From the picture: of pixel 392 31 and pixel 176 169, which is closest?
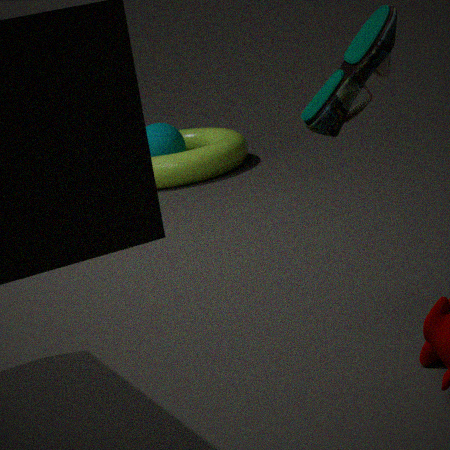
pixel 392 31
